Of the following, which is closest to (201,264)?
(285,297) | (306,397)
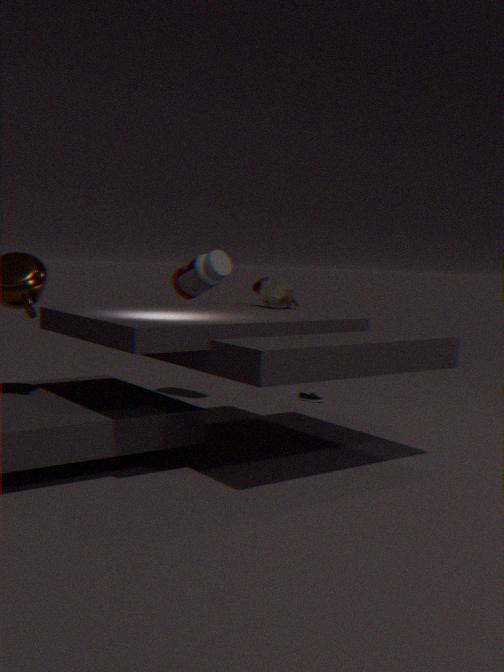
(285,297)
